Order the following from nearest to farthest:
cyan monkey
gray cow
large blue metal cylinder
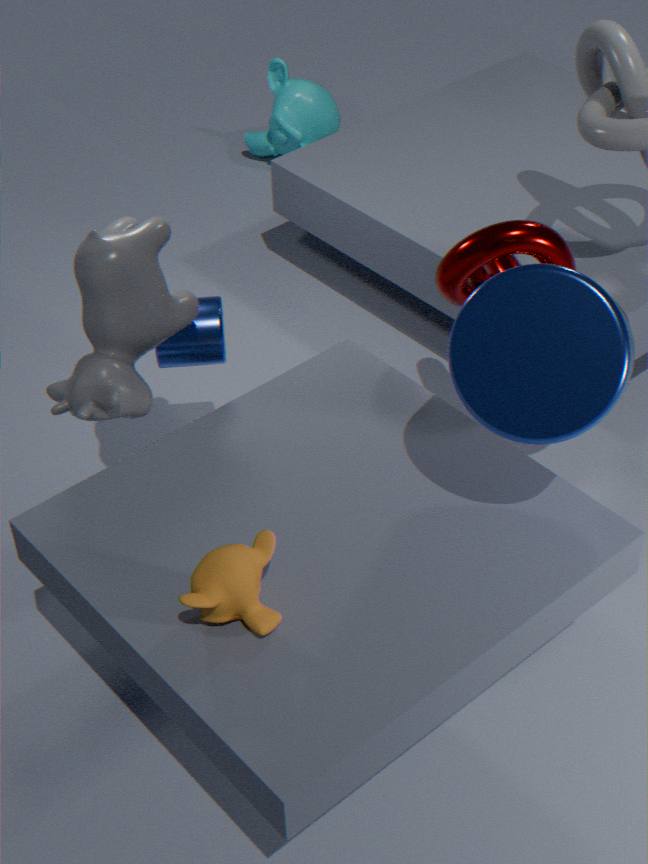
large blue metal cylinder
gray cow
cyan monkey
